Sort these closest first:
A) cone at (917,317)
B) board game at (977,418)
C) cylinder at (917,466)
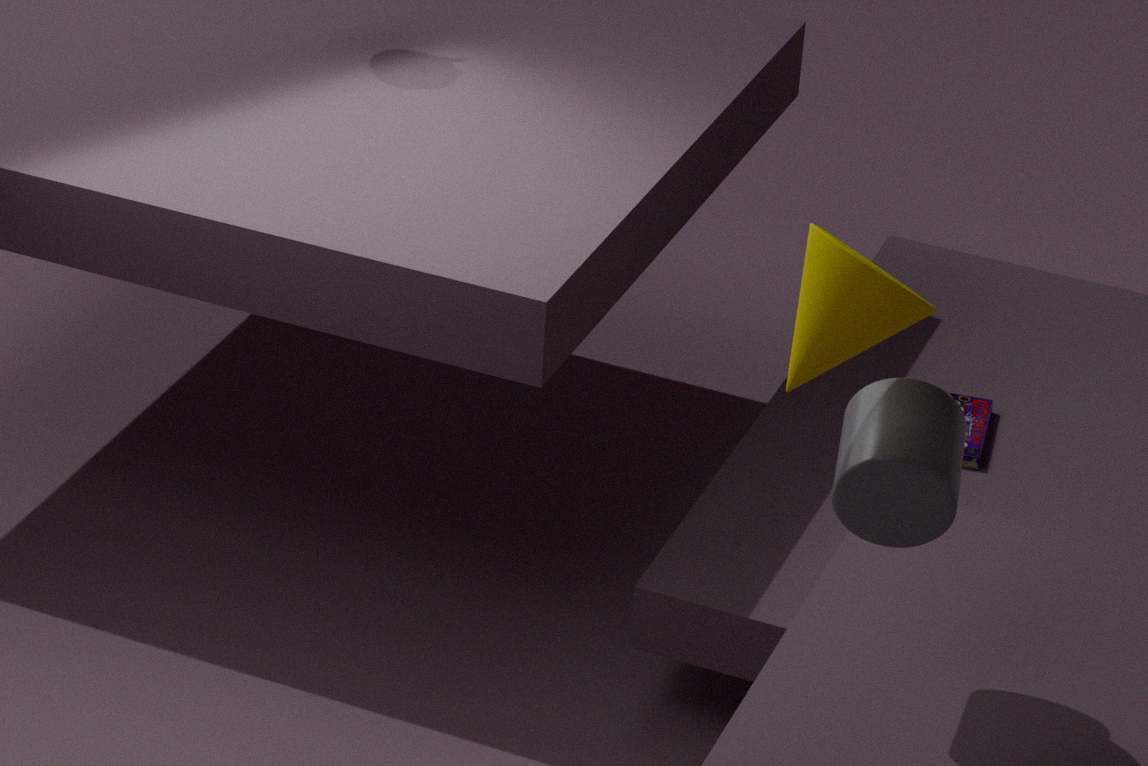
cone at (917,317) < cylinder at (917,466) < board game at (977,418)
